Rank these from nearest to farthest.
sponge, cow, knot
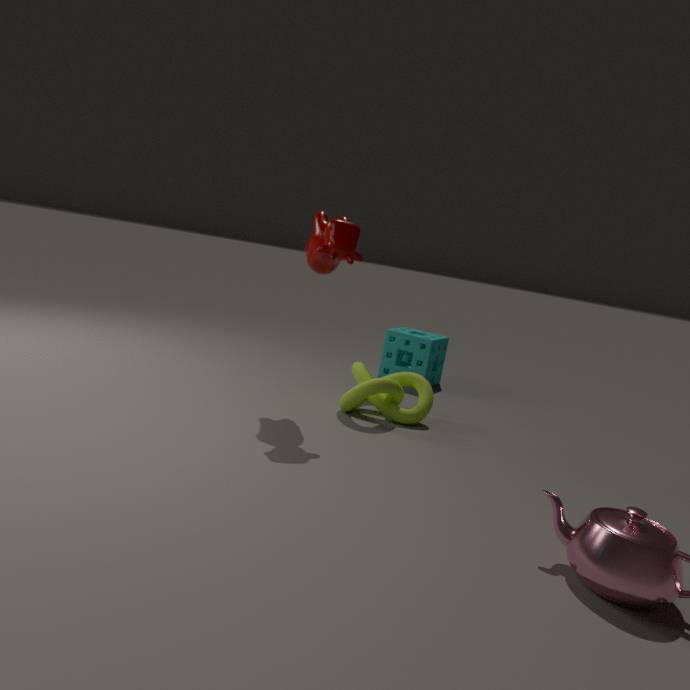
cow, knot, sponge
